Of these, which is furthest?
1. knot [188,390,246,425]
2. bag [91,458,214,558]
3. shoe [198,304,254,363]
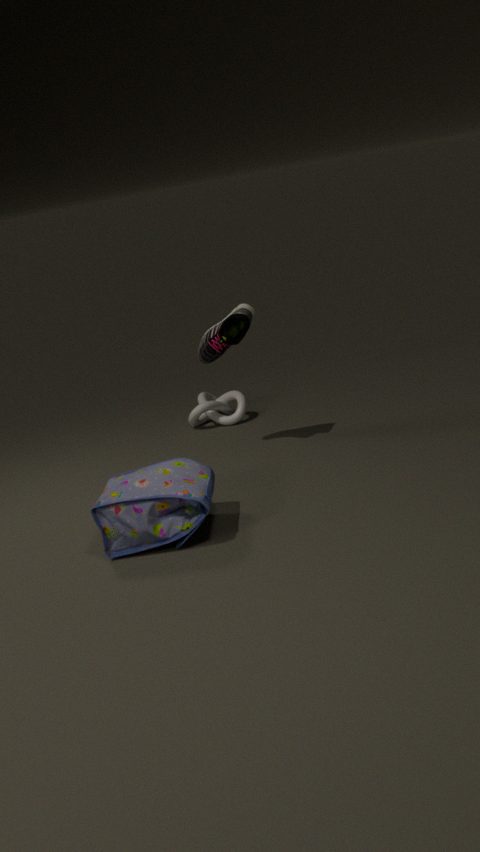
knot [188,390,246,425]
